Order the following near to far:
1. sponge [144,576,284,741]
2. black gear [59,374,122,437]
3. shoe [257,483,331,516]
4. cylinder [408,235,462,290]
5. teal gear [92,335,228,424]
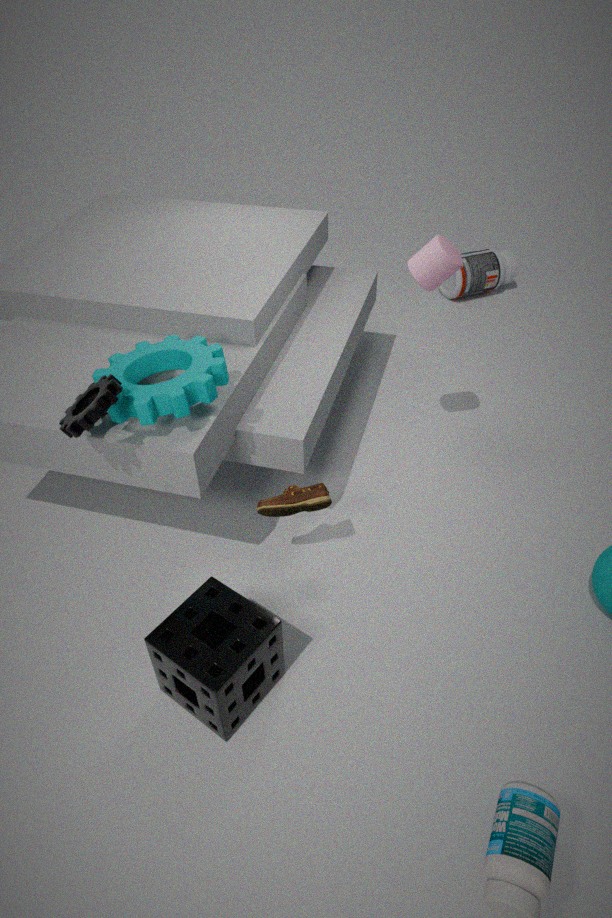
sponge [144,576,284,741] → black gear [59,374,122,437] → teal gear [92,335,228,424] → shoe [257,483,331,516] → cylinder [408,235,462,290]
